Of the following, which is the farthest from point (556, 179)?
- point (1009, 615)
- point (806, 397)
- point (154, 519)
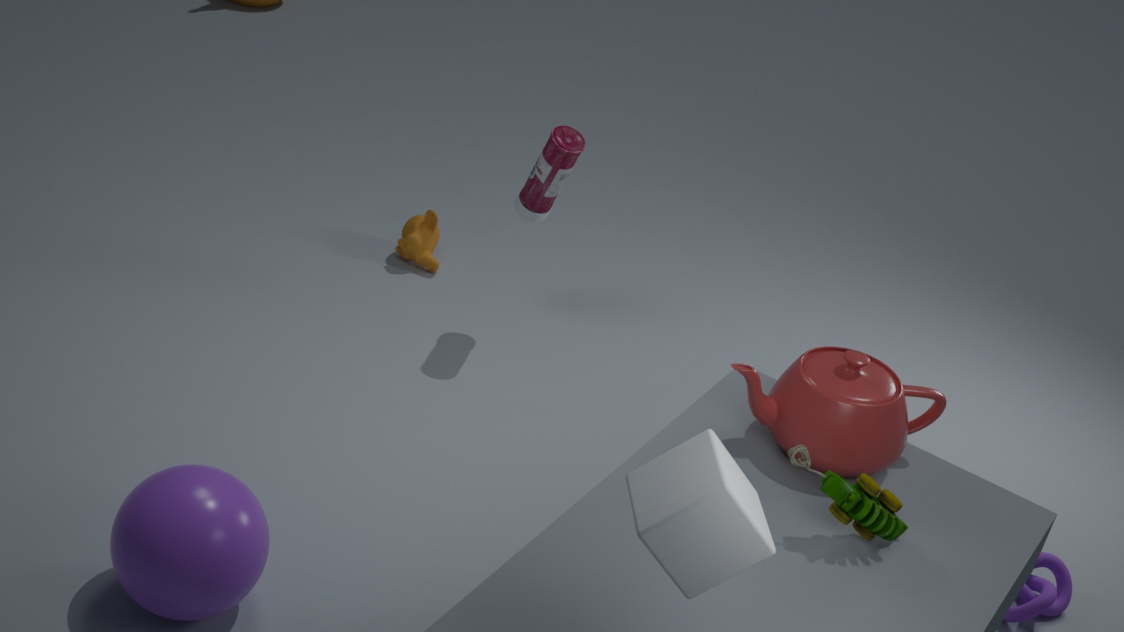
point (1009, 615)
